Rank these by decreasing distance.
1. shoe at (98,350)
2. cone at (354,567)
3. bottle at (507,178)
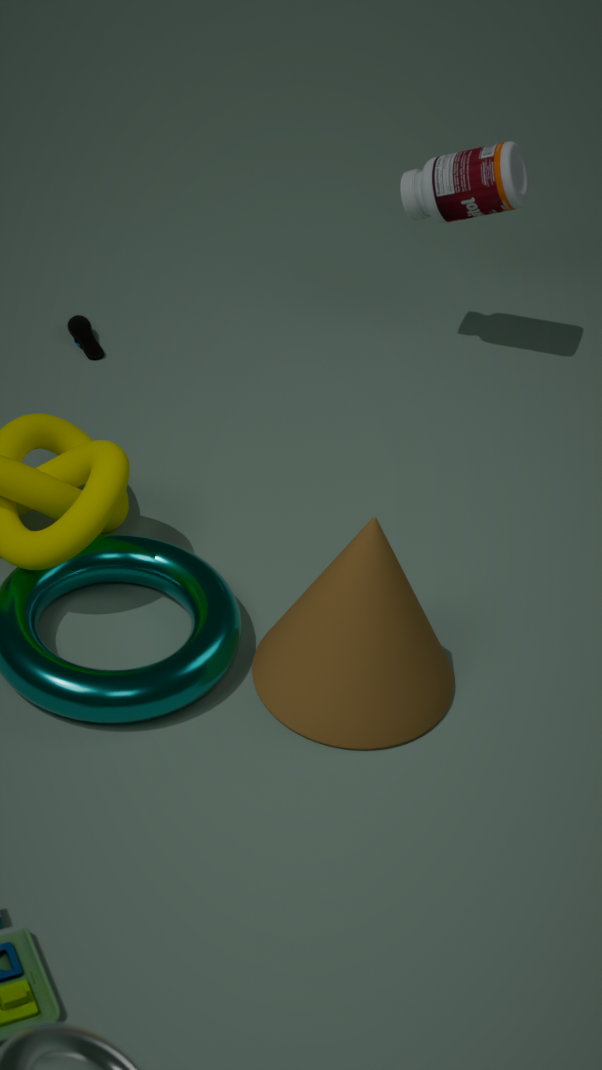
shoe at (98,350), bottle at (507,178), cone at (354,567)
